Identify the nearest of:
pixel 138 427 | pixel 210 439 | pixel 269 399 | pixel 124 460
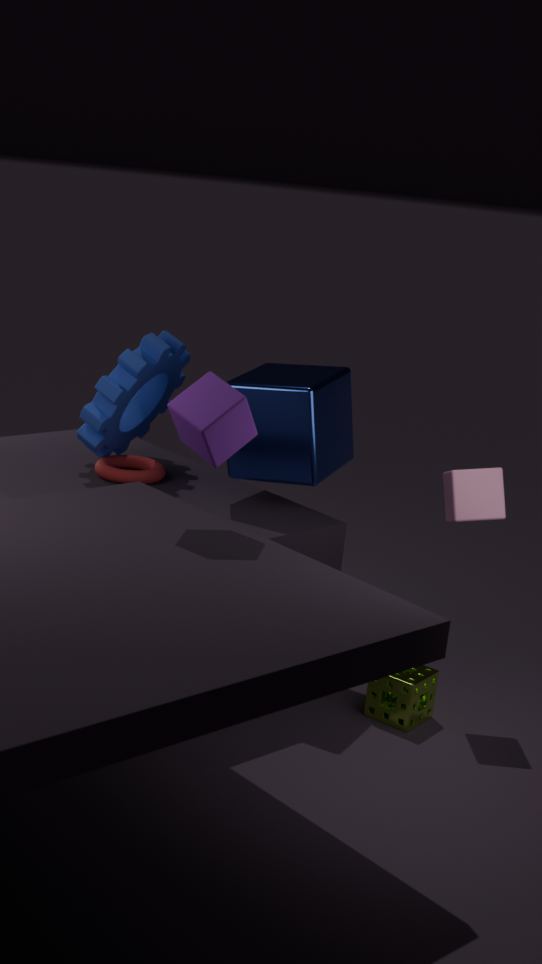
pixel 210 439
